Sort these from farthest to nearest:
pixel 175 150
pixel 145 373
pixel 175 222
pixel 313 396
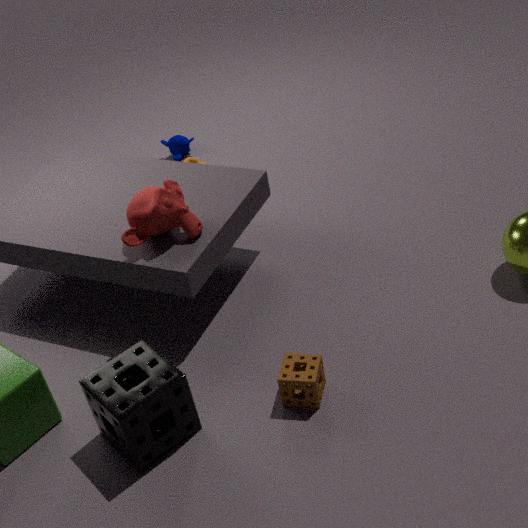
pixel 175 150 < pixel 175 222 < pixel 313 396 < pixel 145 373
